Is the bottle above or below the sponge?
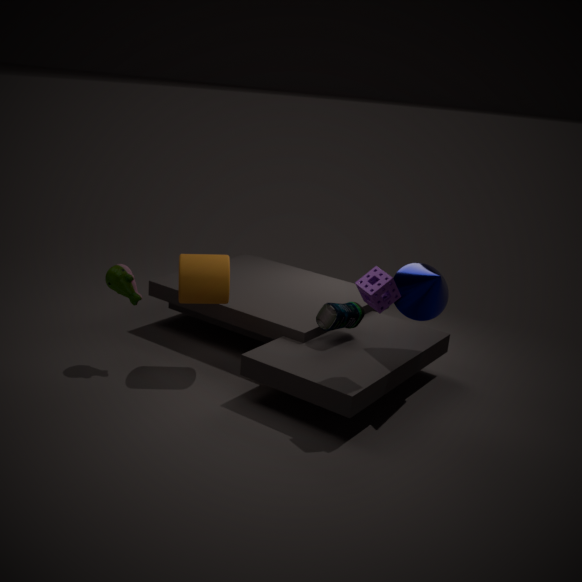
below
